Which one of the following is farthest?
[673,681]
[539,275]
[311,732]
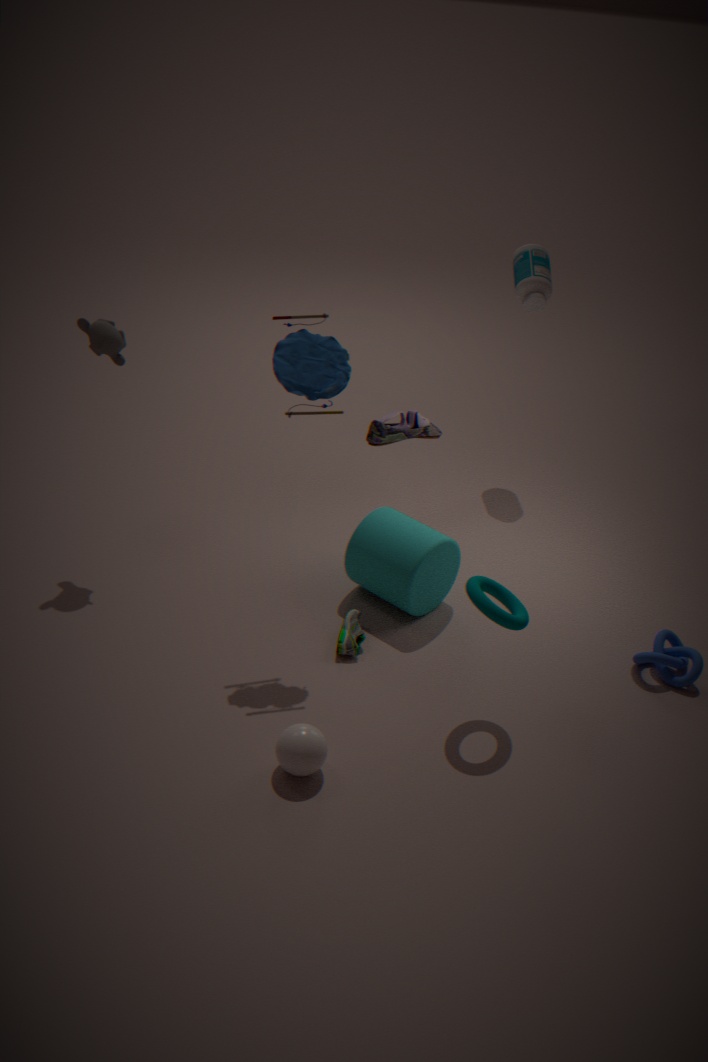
[539,275]
